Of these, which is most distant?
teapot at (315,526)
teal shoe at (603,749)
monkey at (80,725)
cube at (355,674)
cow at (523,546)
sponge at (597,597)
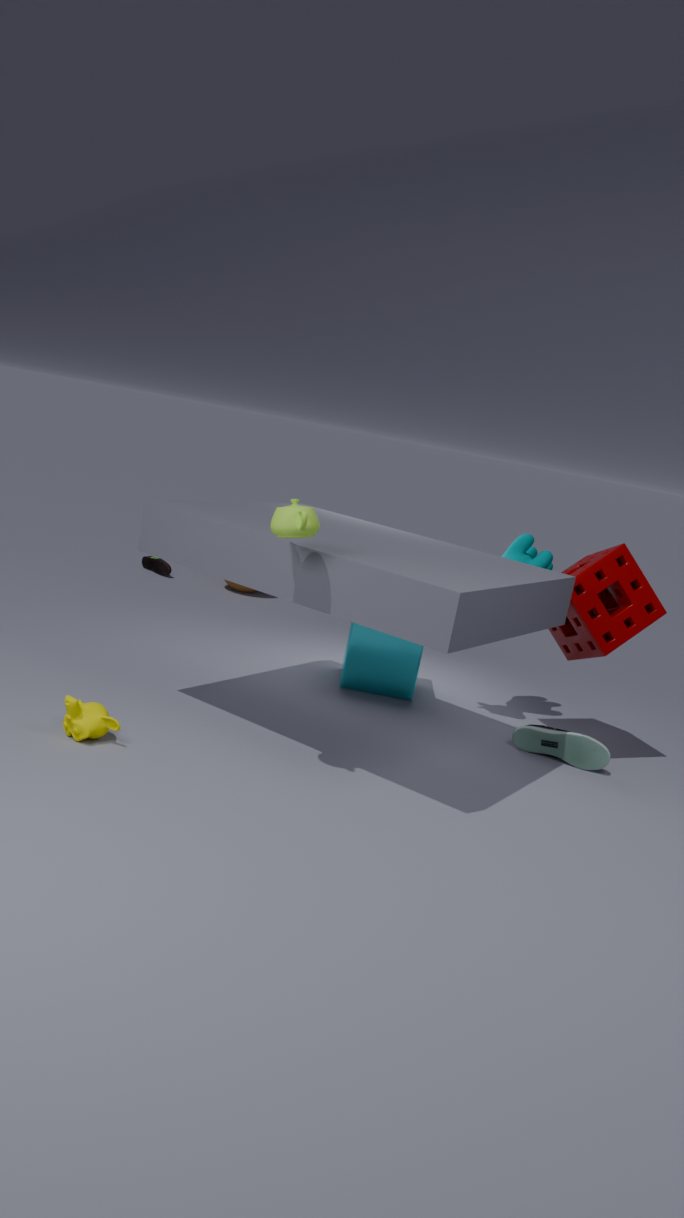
cube at (355,674)
